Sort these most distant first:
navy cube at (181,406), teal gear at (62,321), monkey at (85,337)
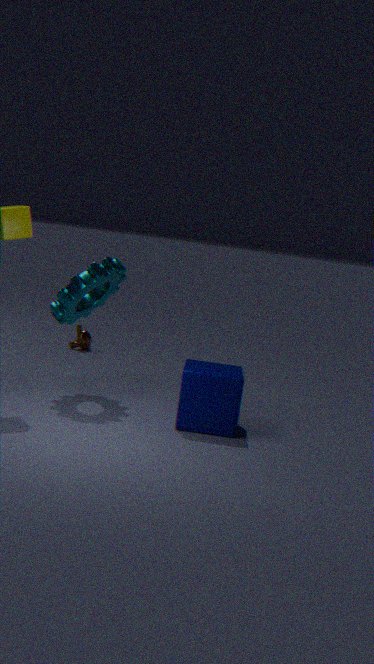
monkey at (85,337) < teal gear at (62,321) < navy cube at (181,406)
